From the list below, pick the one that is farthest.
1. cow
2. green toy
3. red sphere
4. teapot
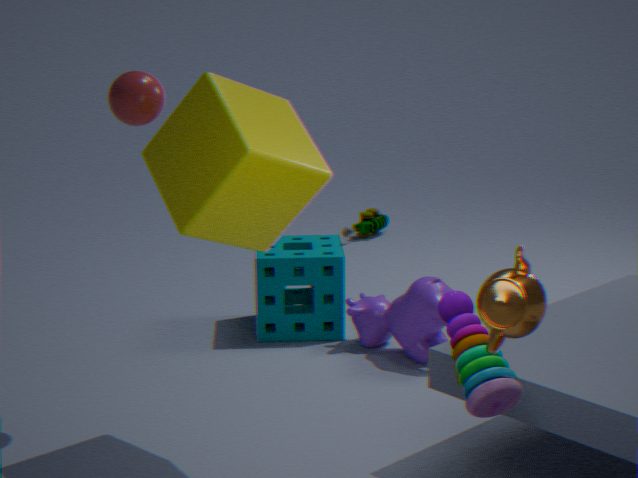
green toy
